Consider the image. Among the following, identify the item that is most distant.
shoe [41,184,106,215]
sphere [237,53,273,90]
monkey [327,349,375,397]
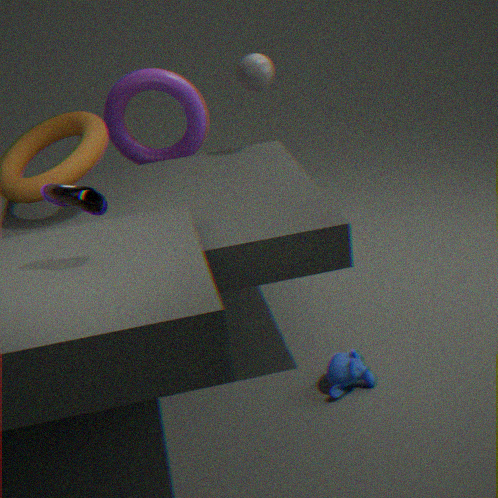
sphere [237,53,273,90]
